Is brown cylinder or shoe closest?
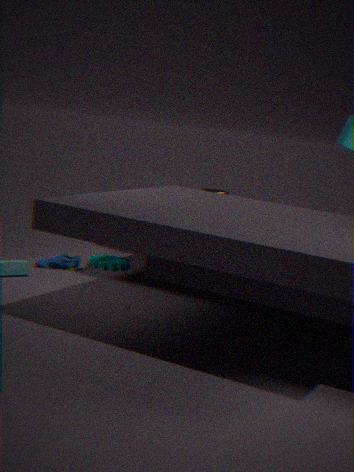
shoe
